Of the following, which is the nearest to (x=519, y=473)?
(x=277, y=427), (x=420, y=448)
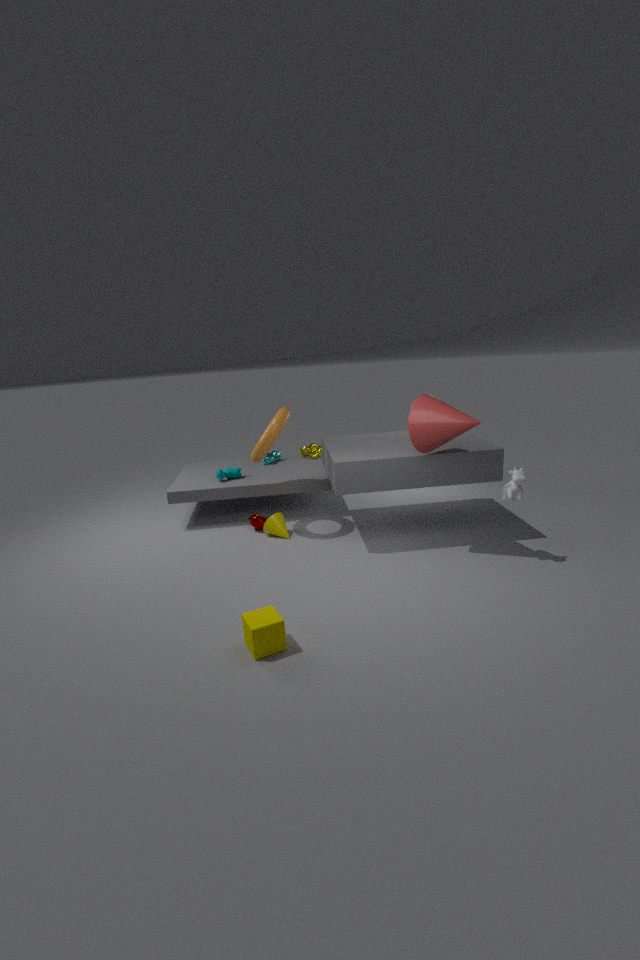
(x=420, y=448)
